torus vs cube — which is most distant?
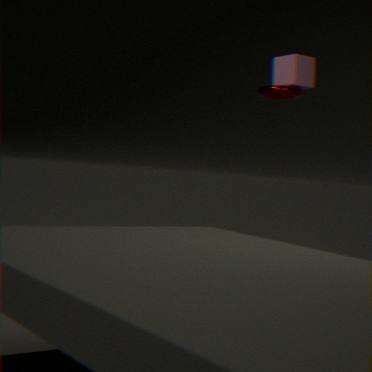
cube
